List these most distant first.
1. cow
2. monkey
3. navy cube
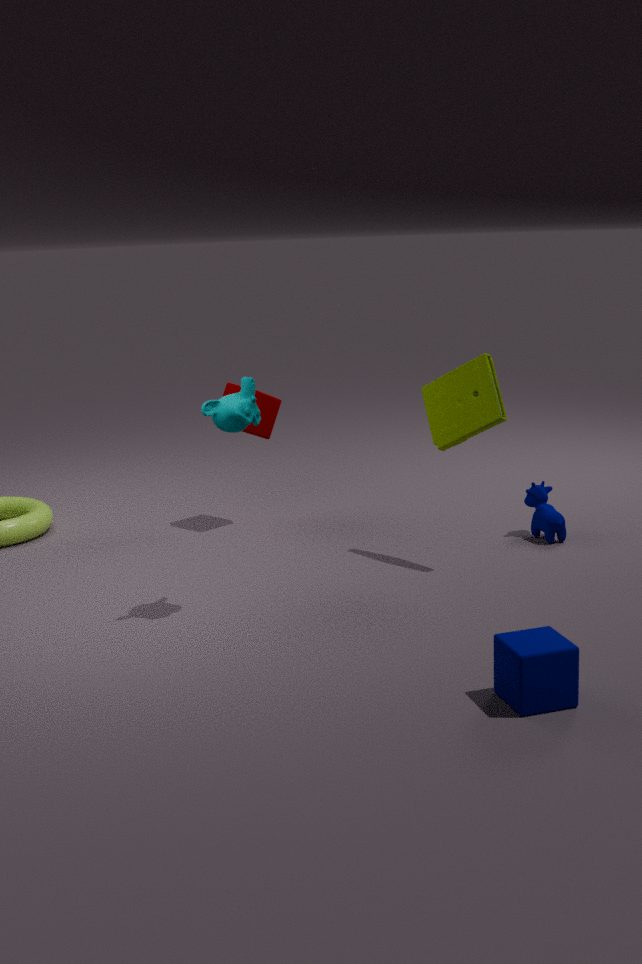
1. cow
2. monkey
3. navy cube
